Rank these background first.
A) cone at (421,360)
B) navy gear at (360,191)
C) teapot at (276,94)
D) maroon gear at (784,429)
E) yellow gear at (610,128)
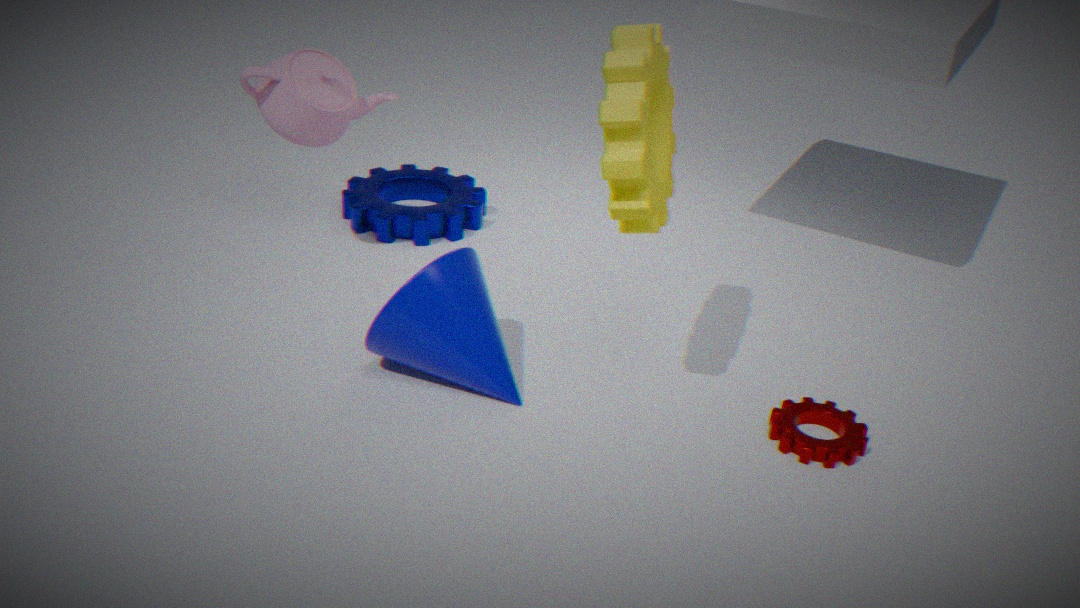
navy gear at (360,191) < teapot at (276,94) < cone at (421,360) < maroon gear at (784,429) < yellow gear at (610,128)
